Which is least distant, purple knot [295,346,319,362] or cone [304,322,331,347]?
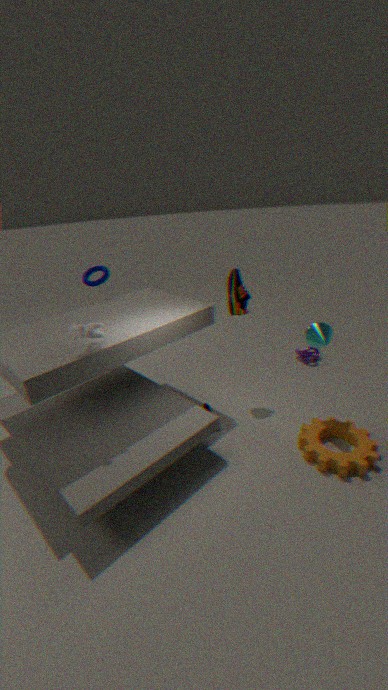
cone [304,322,331,347]
